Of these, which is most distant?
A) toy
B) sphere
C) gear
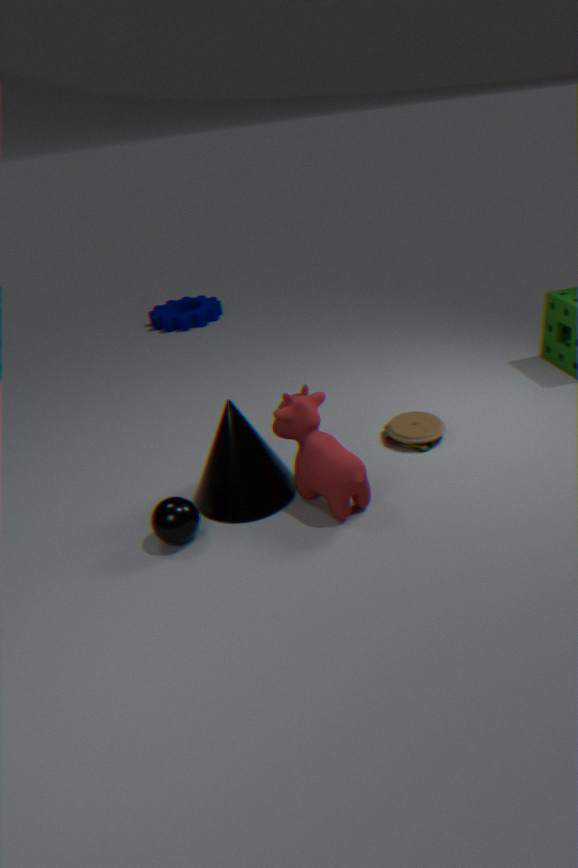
C. gear
